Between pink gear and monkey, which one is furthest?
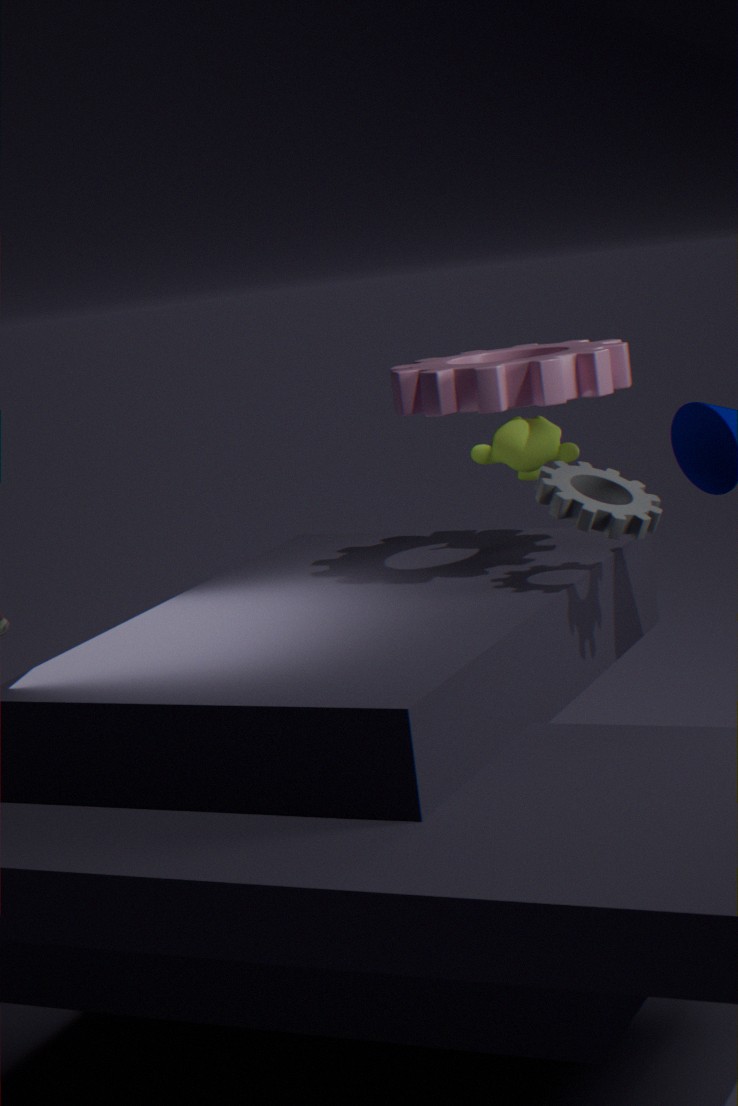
monkey
